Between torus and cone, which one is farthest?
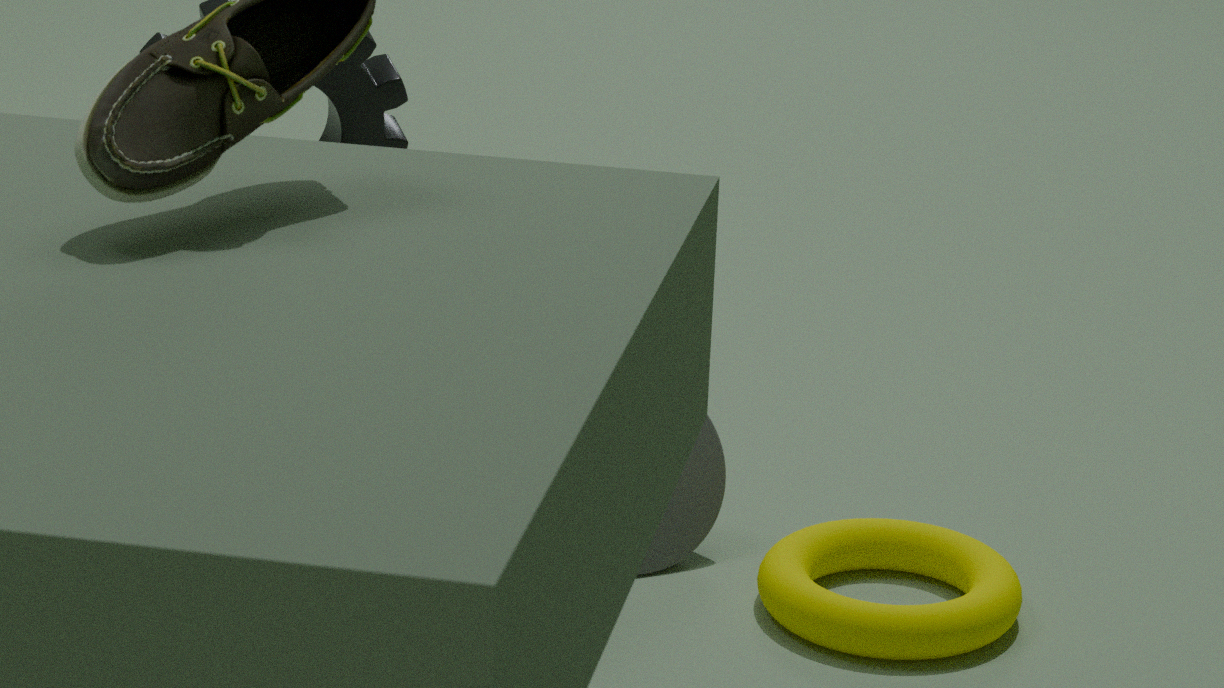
cone
